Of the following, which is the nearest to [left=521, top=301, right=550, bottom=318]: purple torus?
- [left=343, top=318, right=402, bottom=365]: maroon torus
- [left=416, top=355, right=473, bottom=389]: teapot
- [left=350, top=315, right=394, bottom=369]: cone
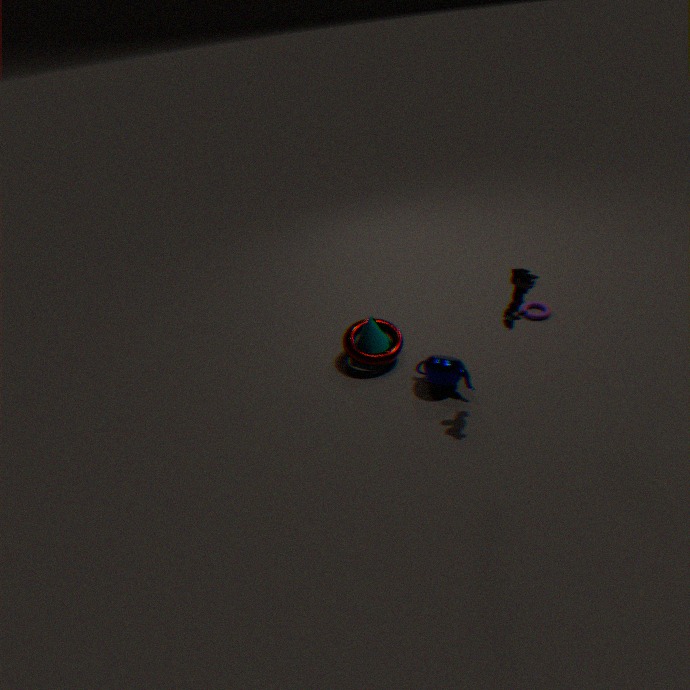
[left=416, top=355, right=473, bottom=389]: teapot
